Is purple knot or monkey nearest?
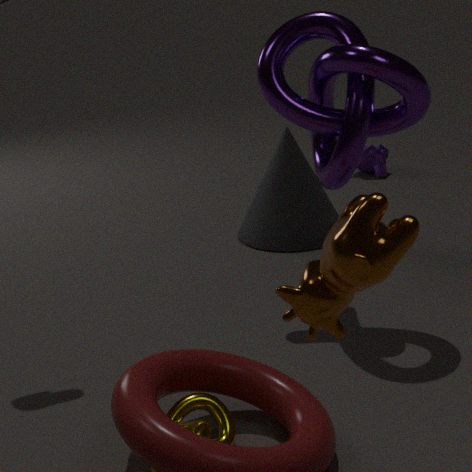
purple knot
